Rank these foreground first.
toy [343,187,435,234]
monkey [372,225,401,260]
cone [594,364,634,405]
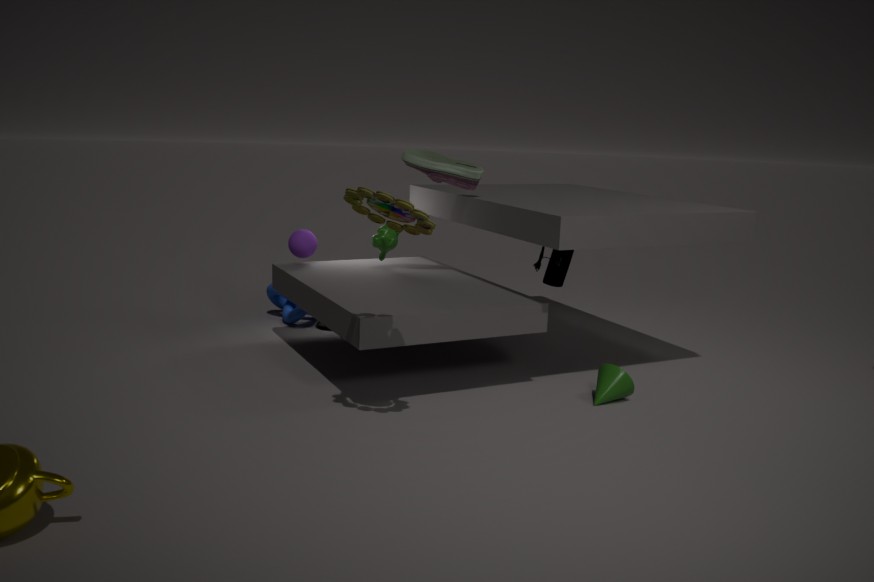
toy [343,187,435,234]
cone [594,364,634,405]
monkey [372,225,401,260]
